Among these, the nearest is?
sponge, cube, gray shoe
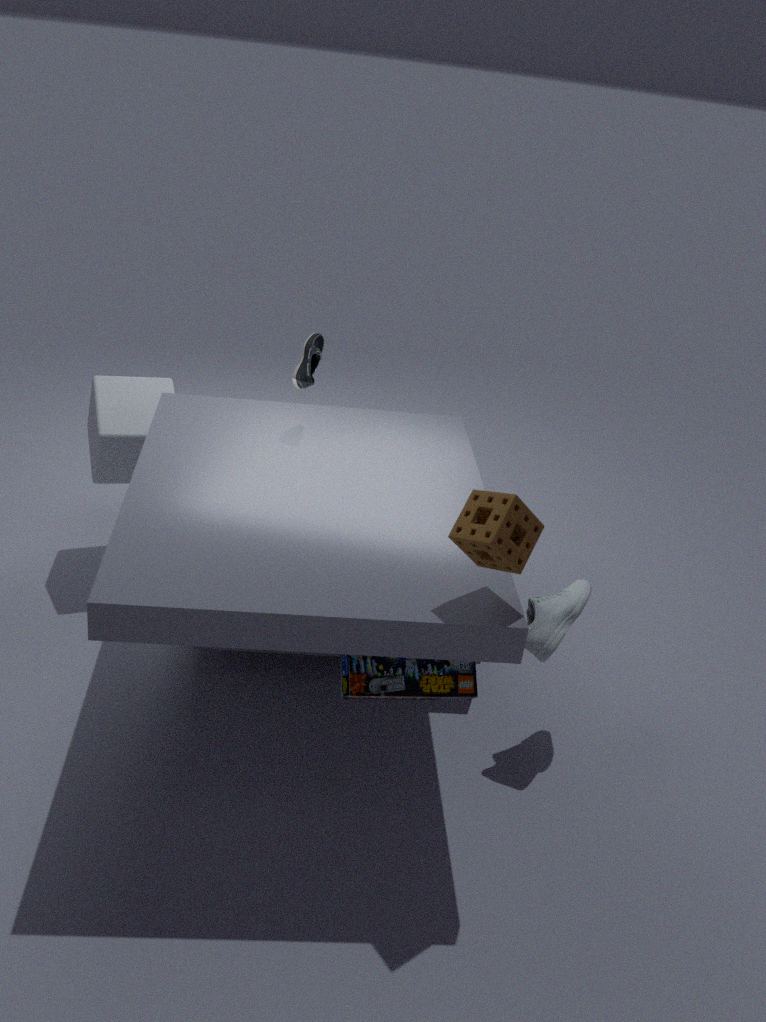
sponge
